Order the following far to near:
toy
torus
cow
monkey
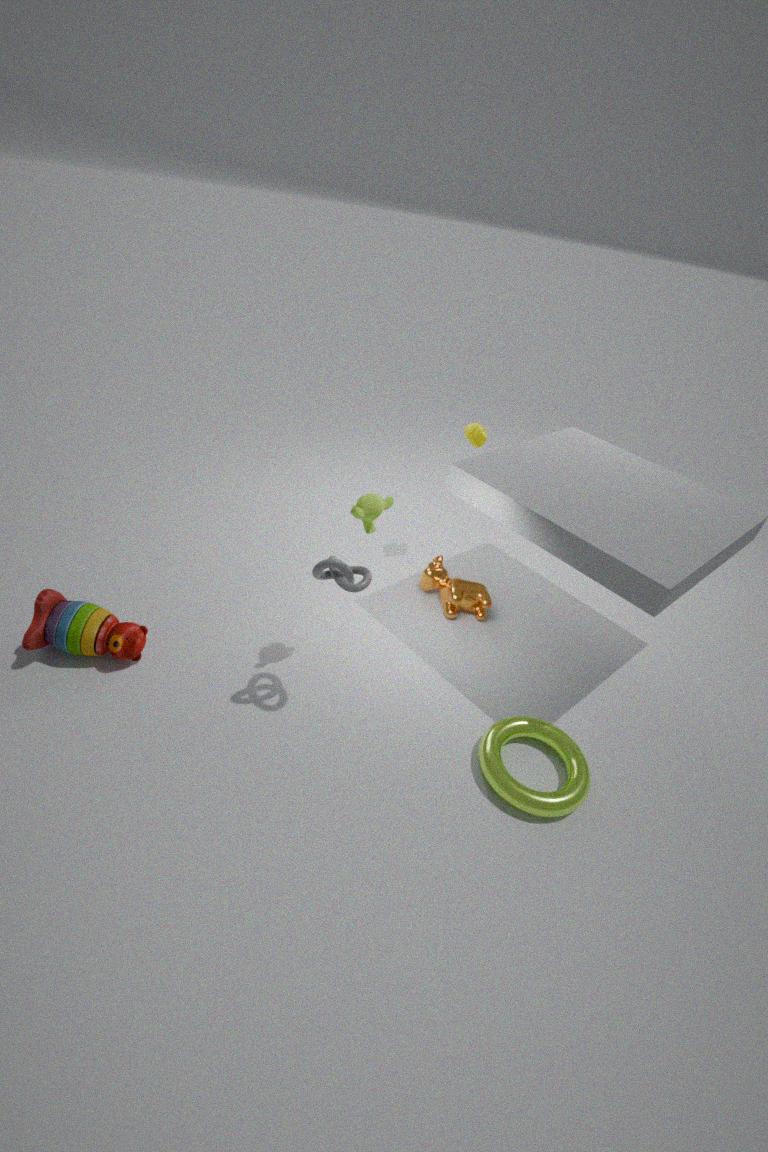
cow < toy < monkey < torus
